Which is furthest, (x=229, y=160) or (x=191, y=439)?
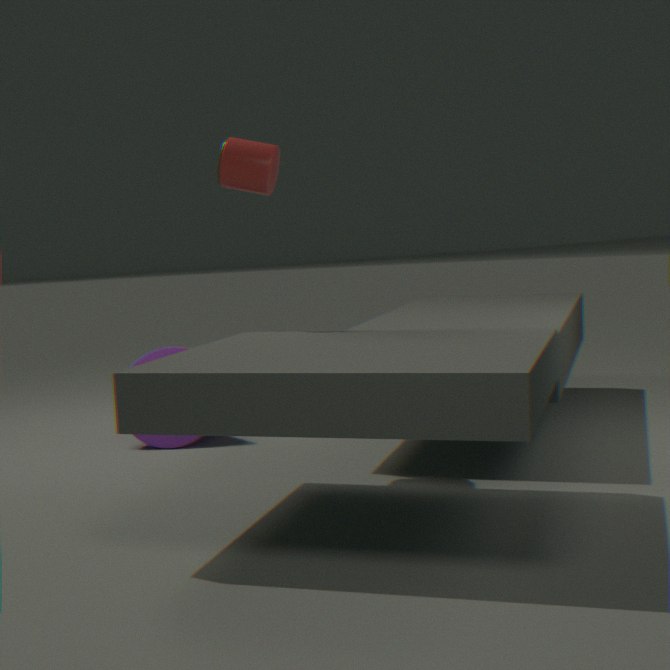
(x=191, y=439)
